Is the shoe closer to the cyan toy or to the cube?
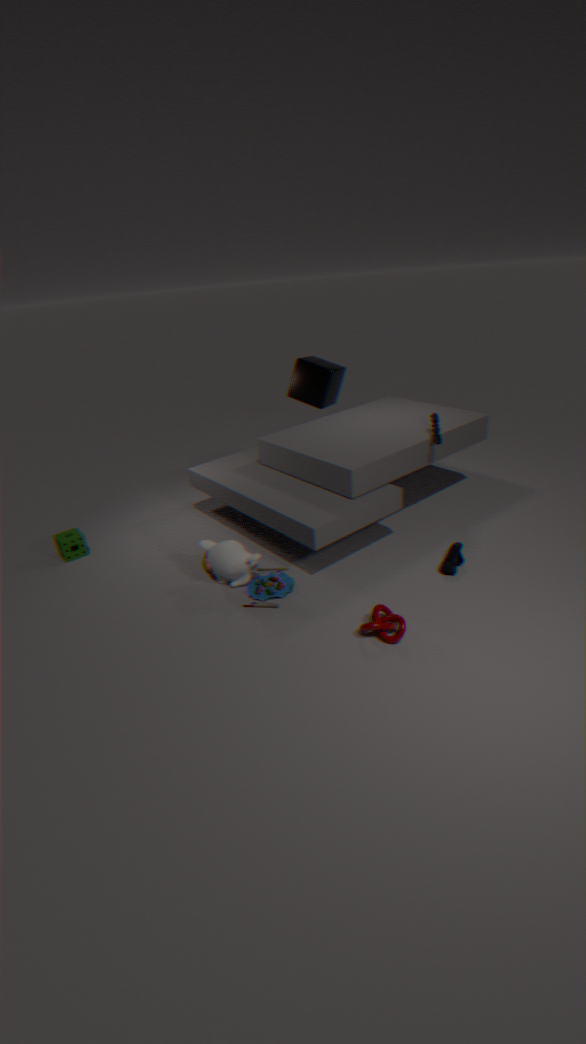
the cyan toy
